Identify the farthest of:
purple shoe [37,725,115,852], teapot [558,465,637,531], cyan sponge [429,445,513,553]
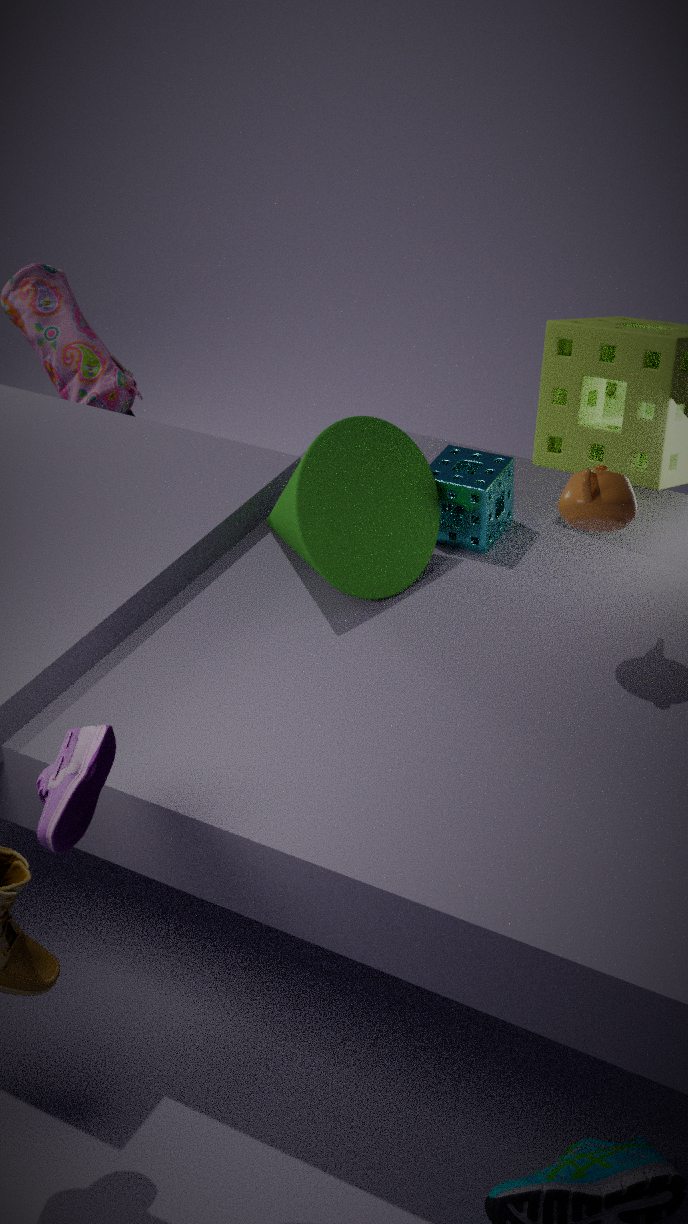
cyan sponge [429,445,513,553]
